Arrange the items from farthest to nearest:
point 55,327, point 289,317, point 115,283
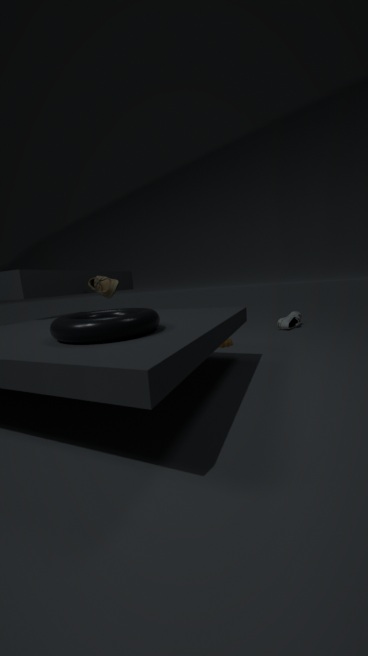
point 289,317, point 115,283, point 55,327
